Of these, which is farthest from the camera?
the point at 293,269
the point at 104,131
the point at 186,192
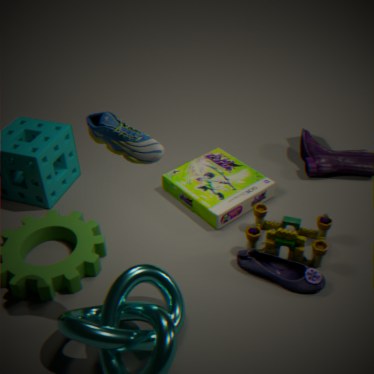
the point at 186,192
